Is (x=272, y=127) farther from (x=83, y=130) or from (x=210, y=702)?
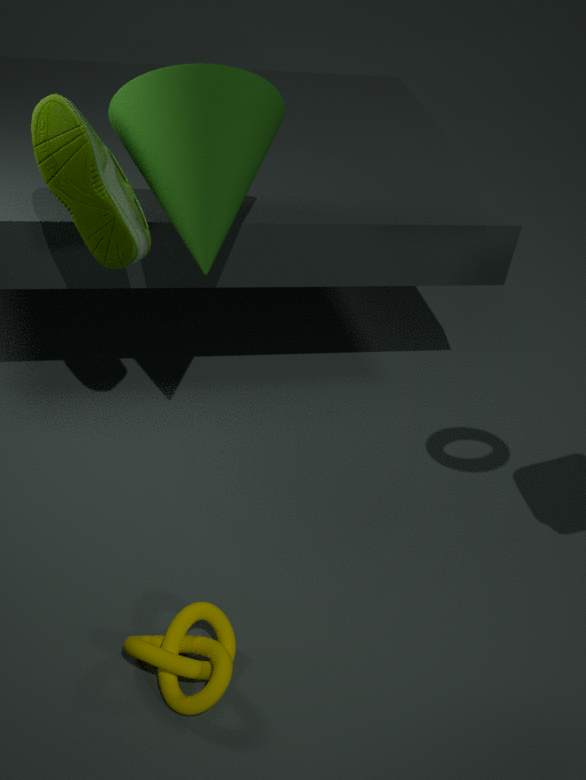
(x=210, y=702)
